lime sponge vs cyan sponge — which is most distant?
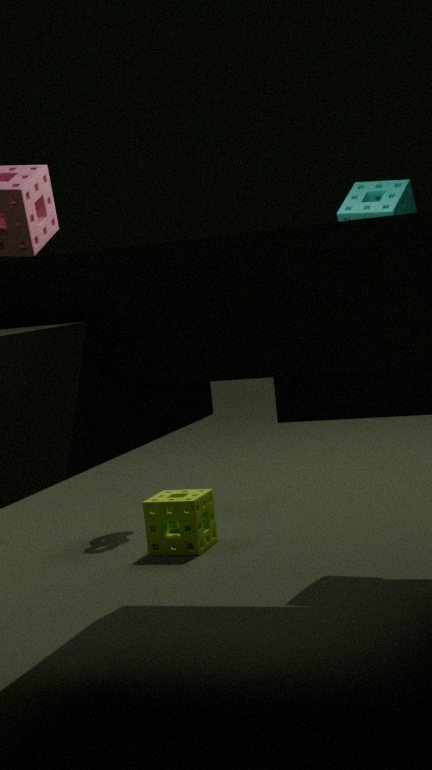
lime sponge
